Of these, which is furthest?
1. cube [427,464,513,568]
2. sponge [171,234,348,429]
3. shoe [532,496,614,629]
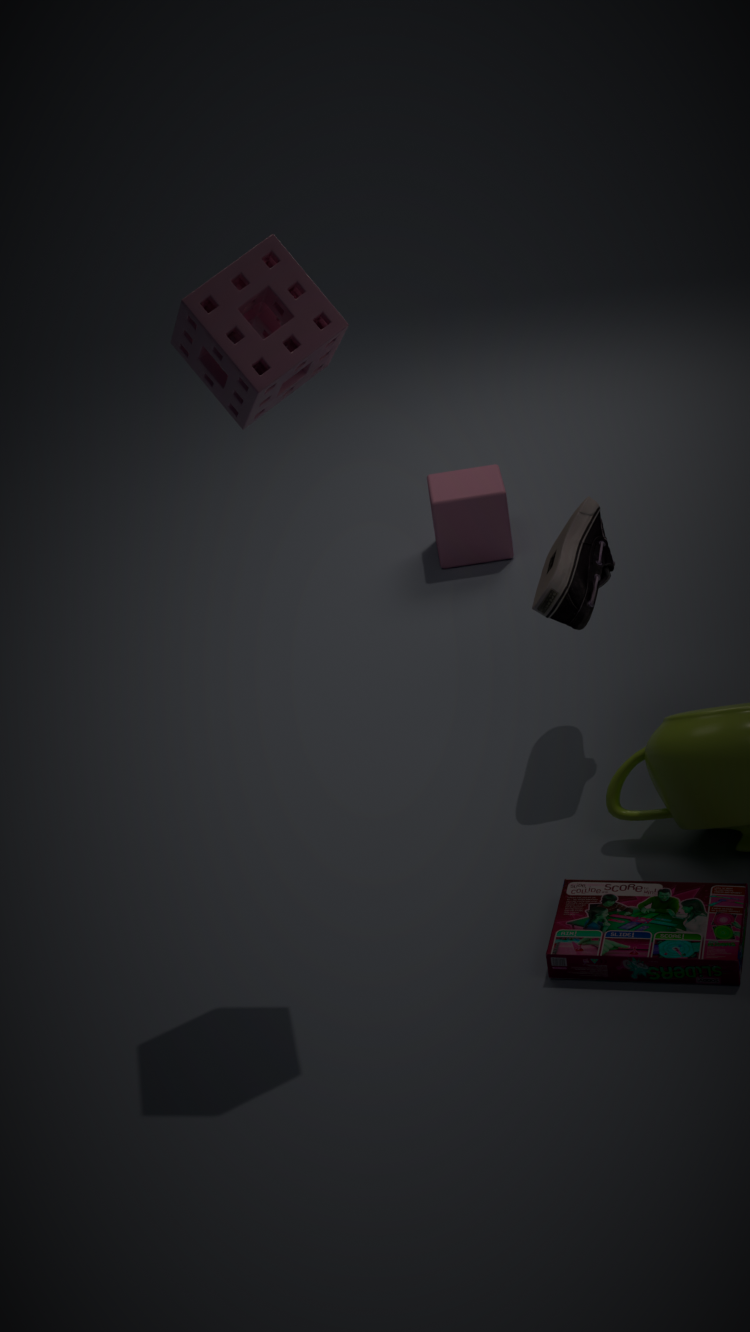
cube [427,464,513,568]
